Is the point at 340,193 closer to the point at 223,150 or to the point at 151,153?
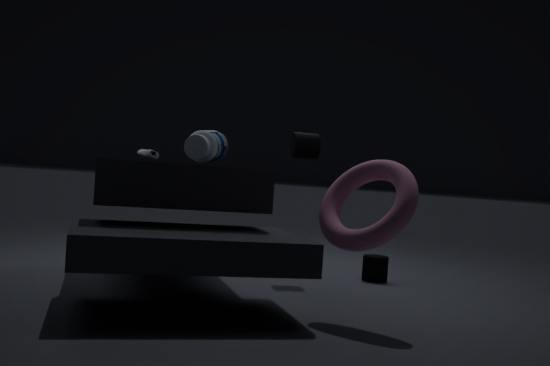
the point at 223,150
